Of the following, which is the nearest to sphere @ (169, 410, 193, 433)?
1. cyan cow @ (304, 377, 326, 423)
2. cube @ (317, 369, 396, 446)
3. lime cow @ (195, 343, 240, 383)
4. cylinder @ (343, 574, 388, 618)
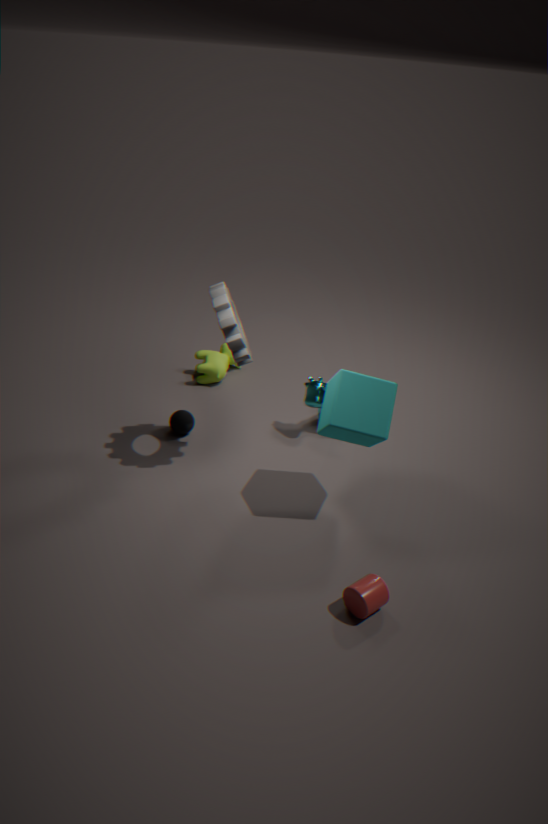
lime cow @ (195, 343, 240, 383)
